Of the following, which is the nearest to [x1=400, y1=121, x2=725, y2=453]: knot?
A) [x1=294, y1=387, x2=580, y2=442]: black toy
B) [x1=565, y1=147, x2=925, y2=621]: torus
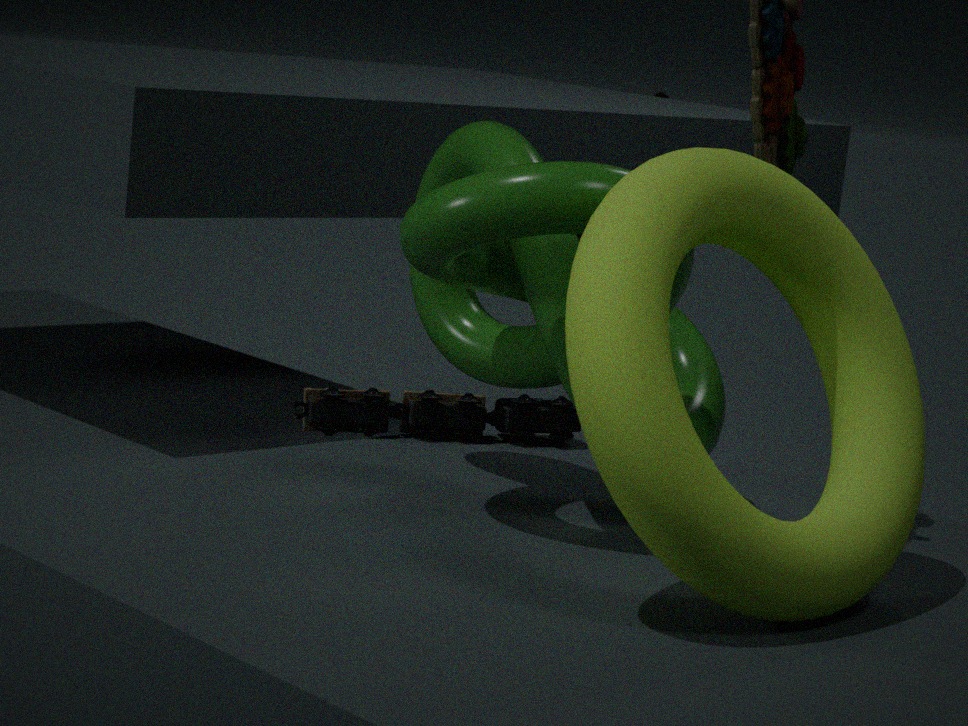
[x1=565, y1=147, x2=925, y2=621]: torus
